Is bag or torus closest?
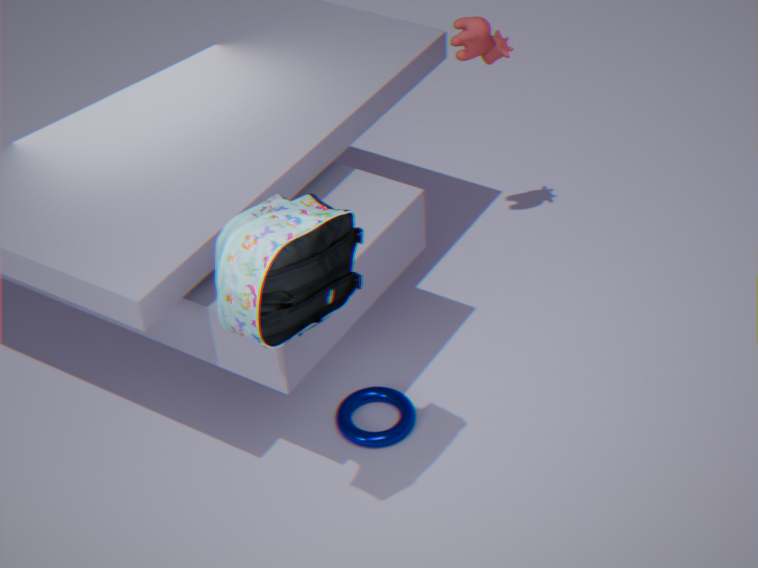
bag
